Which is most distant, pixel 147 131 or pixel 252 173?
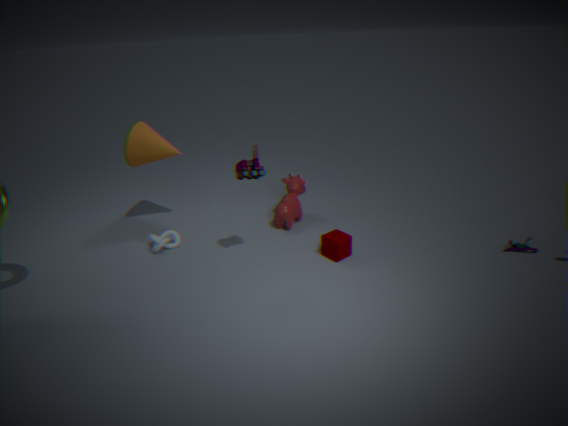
pixel 147 131
